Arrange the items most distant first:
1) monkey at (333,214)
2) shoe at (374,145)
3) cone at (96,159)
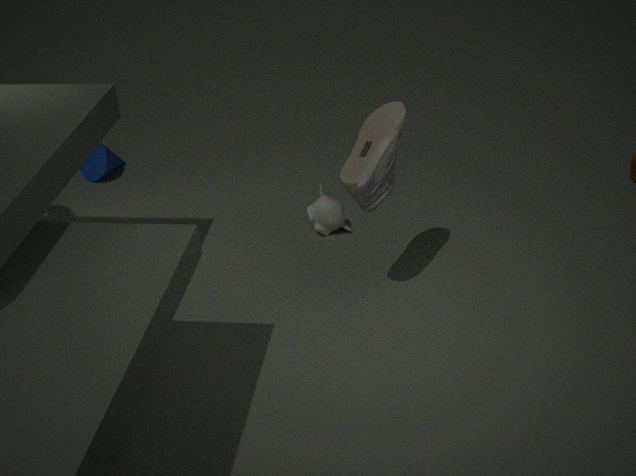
3. cone at (96,159), 1. monkey at (333,214), 2. shoe at (374,145)
